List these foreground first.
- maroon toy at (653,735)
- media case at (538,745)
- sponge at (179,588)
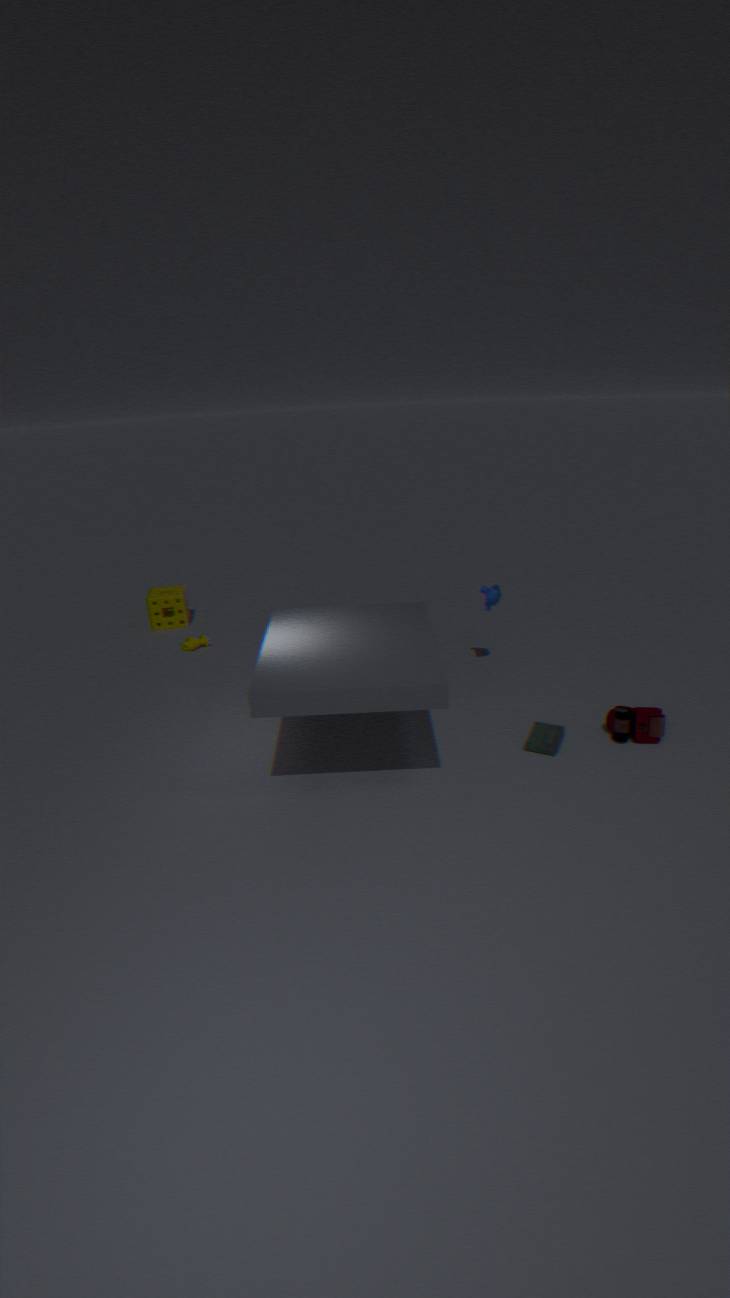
media case at (538,745) → maroon toy at (653,735) → sponge at (179,588)
